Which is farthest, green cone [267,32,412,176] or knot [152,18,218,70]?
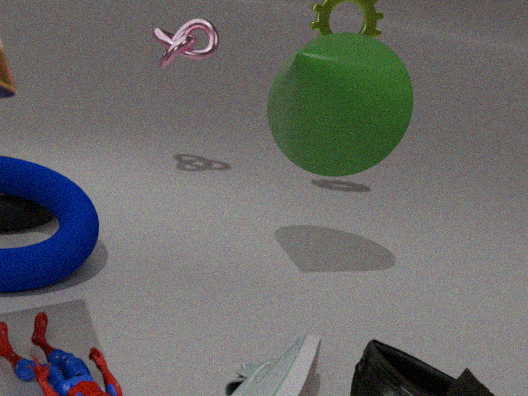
knot [152,18,218,70]
